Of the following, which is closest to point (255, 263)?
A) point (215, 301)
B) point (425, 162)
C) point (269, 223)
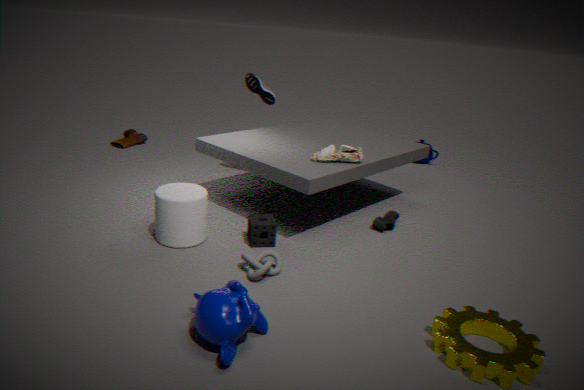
point (269, 223)
